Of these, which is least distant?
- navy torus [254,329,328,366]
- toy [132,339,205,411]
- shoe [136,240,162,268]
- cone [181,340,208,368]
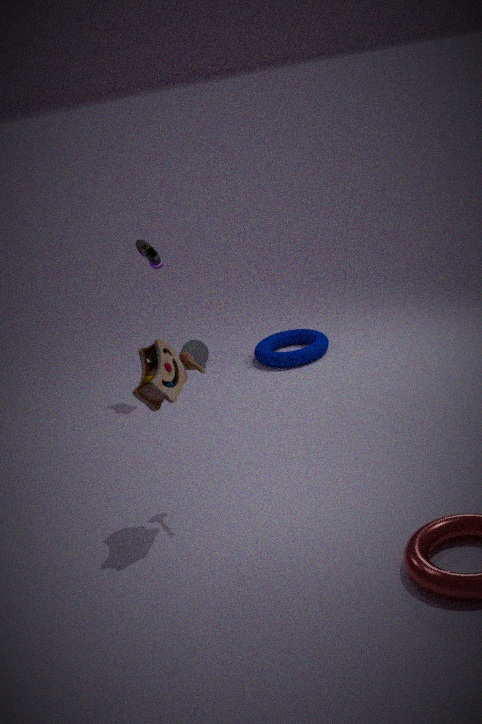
toy [132,339,205,411]
